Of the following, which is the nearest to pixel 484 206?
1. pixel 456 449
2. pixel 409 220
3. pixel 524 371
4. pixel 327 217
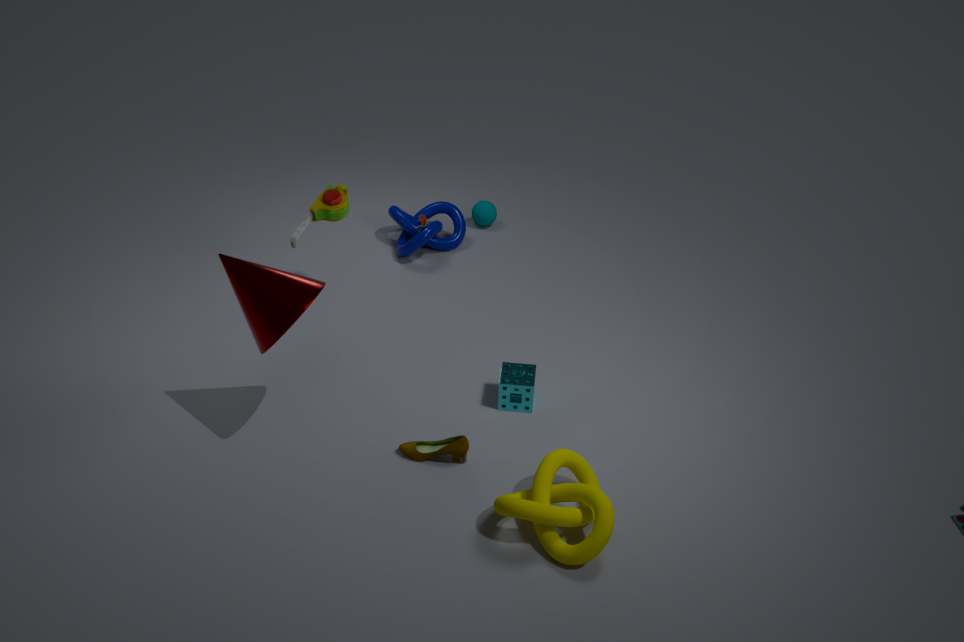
pixel 409 220
